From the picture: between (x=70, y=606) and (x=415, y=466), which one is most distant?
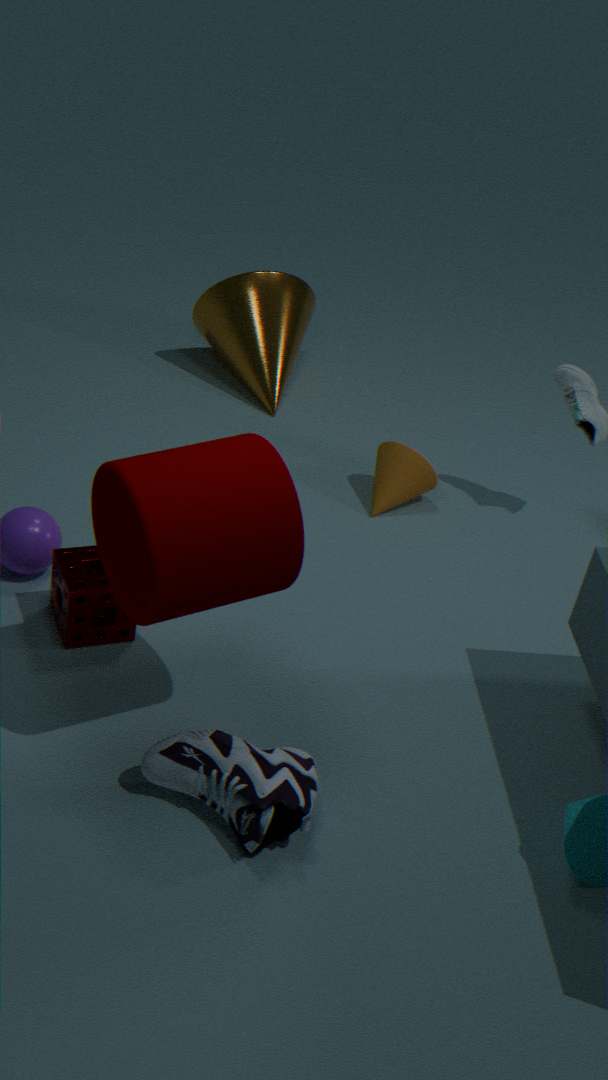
(x=415, y=466)
